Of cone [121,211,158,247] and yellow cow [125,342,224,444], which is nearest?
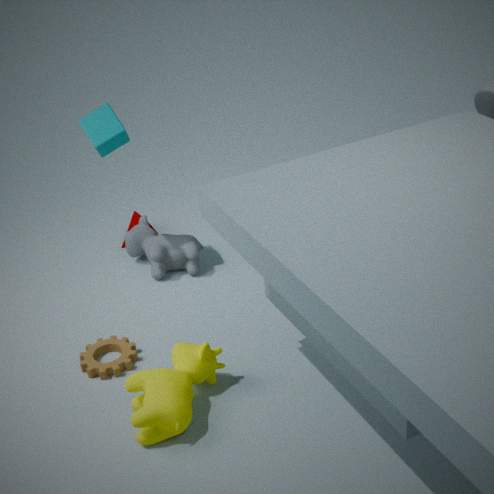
yellow cow [125,342,224,444]
